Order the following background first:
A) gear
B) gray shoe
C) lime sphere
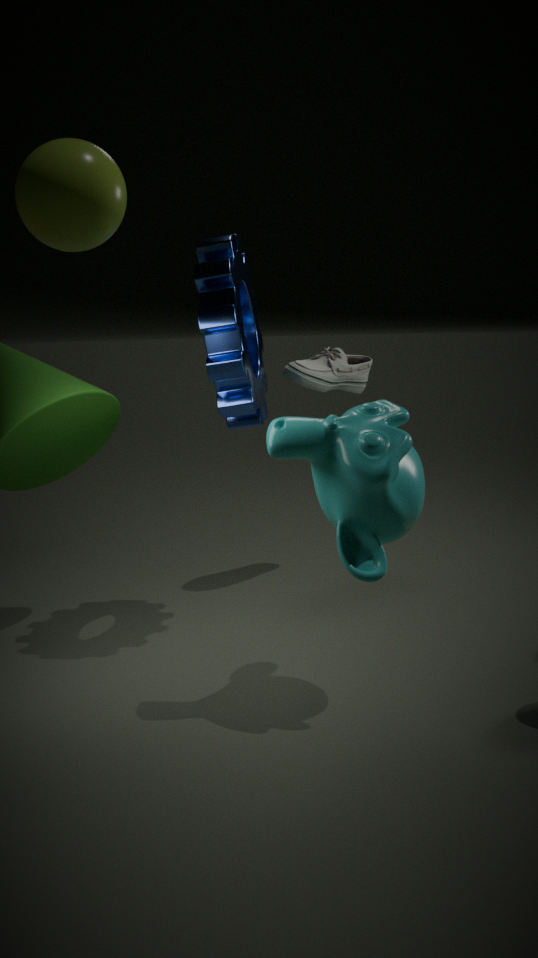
gray shoe → gear → lime sphere
